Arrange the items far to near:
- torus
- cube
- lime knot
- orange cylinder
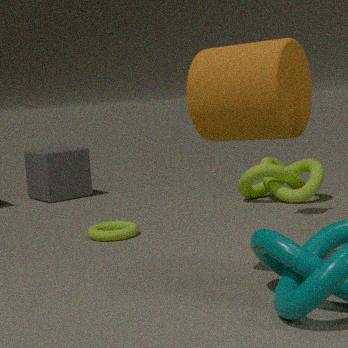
cube → lime knot → torus → orange cylinder
